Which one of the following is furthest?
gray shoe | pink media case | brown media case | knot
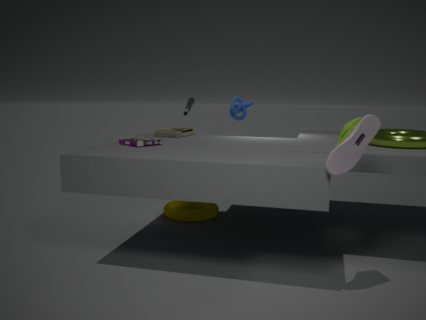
knot
